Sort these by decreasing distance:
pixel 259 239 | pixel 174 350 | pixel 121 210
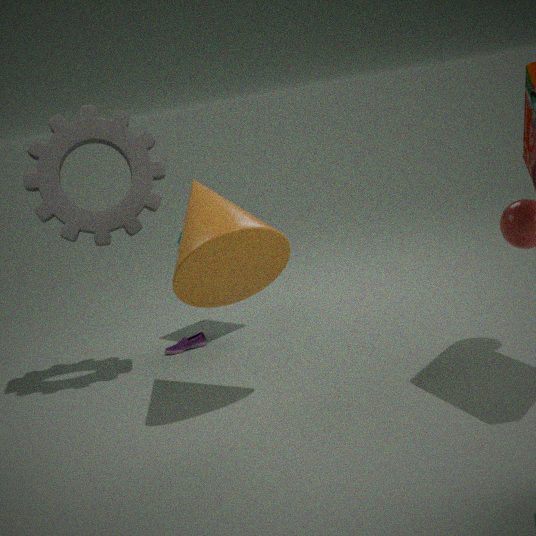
pixel 174 350, pixel 121 210, pixel 259 239
